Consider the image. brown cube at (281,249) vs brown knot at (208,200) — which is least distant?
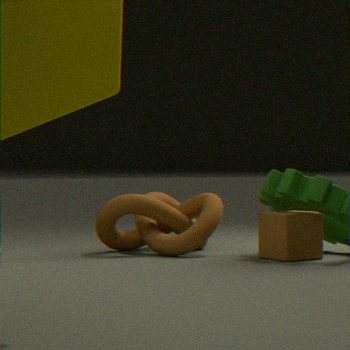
brown cube at (281,249)
